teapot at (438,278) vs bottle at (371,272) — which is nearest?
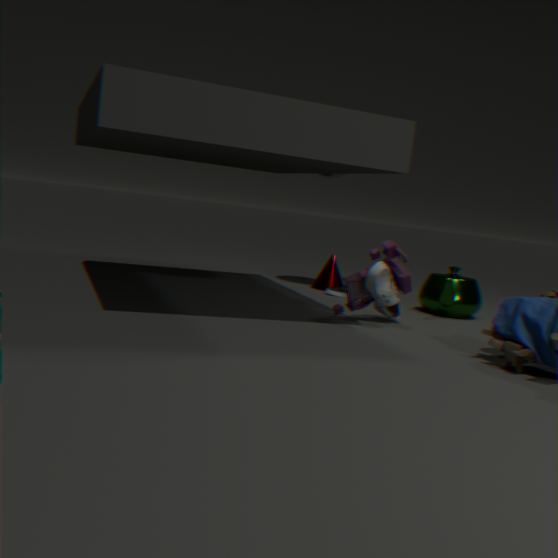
bottle at (371,272)
